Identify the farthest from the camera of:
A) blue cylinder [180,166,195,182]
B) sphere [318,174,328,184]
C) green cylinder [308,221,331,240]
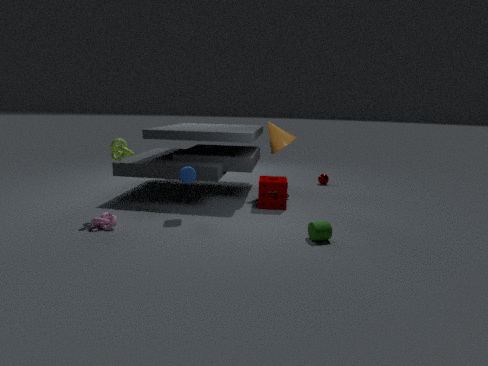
sphere [318,174,328,184]
